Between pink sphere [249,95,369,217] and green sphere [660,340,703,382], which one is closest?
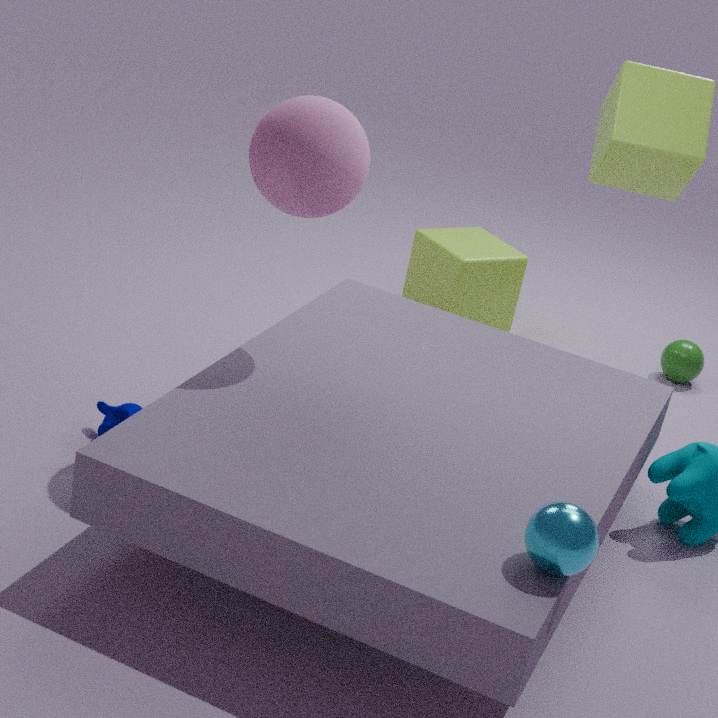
pink sphere [249,95,369,217]
